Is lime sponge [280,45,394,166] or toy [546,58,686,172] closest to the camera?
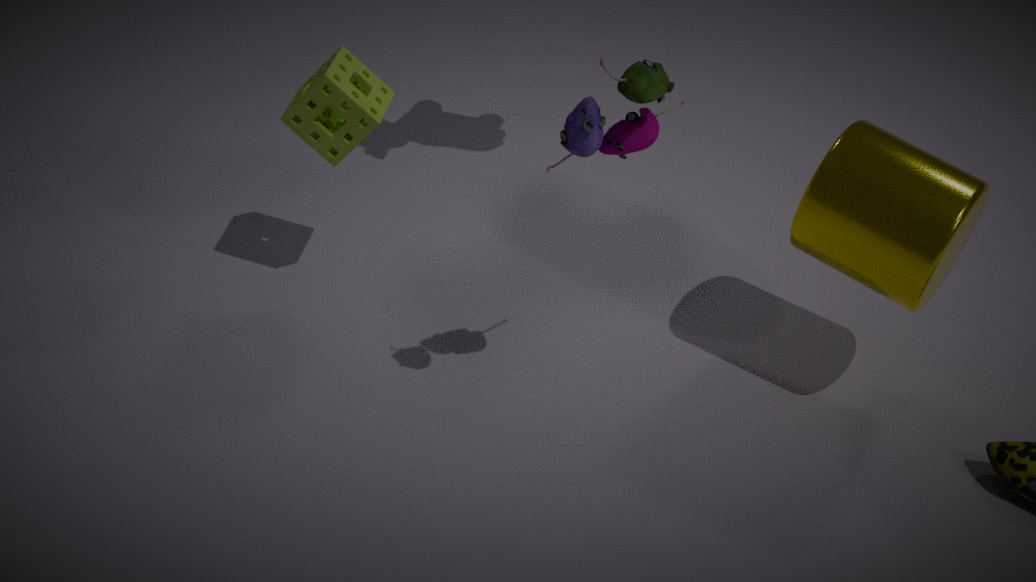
toy [546,58,686,172]
